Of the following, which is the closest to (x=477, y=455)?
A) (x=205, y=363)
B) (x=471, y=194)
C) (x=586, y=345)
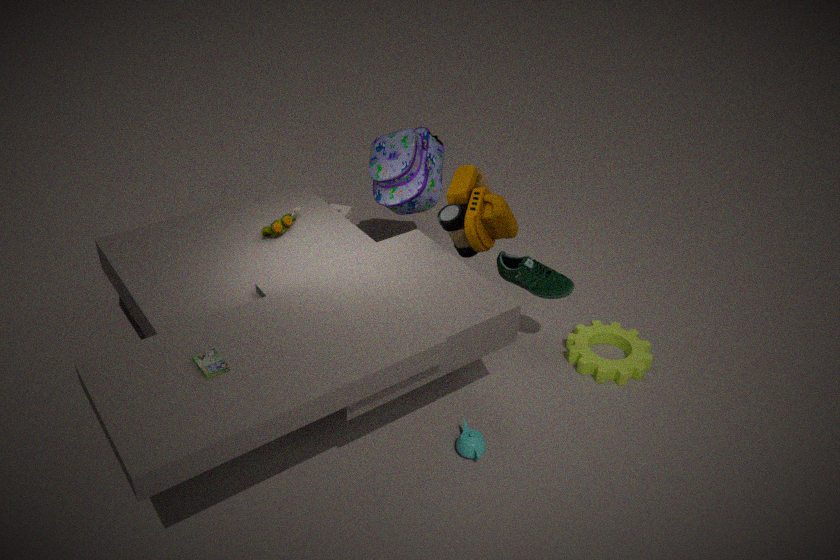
(x=586, y=345)
